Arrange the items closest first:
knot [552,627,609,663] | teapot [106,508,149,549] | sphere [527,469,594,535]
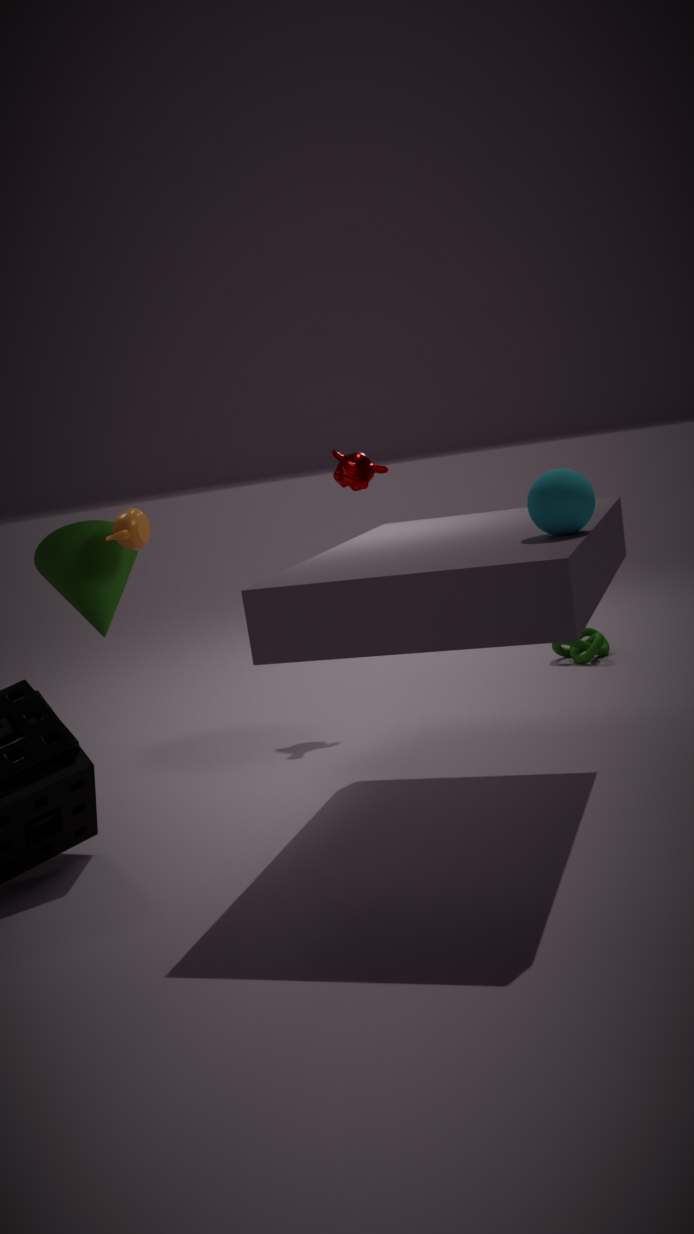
1. sphere [527,469,594,535]
2. teapot [106,508,149,549]
3. knot [552,627,609,663]
